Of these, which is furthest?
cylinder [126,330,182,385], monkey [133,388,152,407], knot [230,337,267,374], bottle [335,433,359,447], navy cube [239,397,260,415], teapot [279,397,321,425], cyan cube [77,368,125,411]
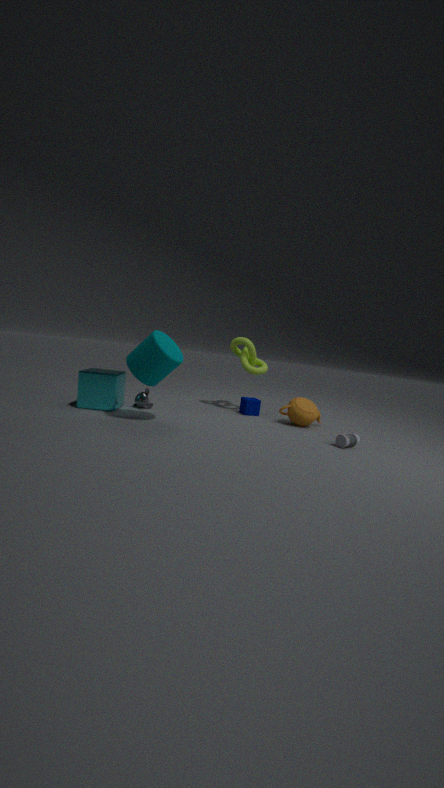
knot [230,337,267,374]
